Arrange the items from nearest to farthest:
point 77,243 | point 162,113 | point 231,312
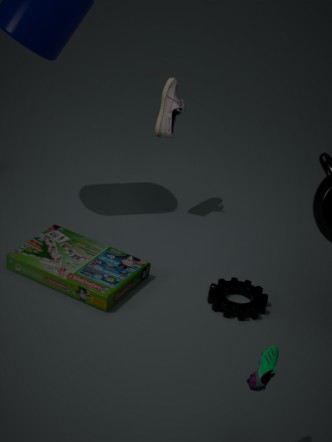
point 231,312, point 77,243, point 162,113
